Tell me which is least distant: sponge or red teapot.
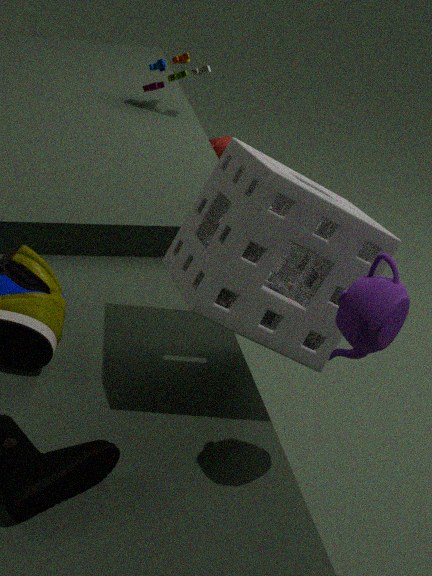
sponge
